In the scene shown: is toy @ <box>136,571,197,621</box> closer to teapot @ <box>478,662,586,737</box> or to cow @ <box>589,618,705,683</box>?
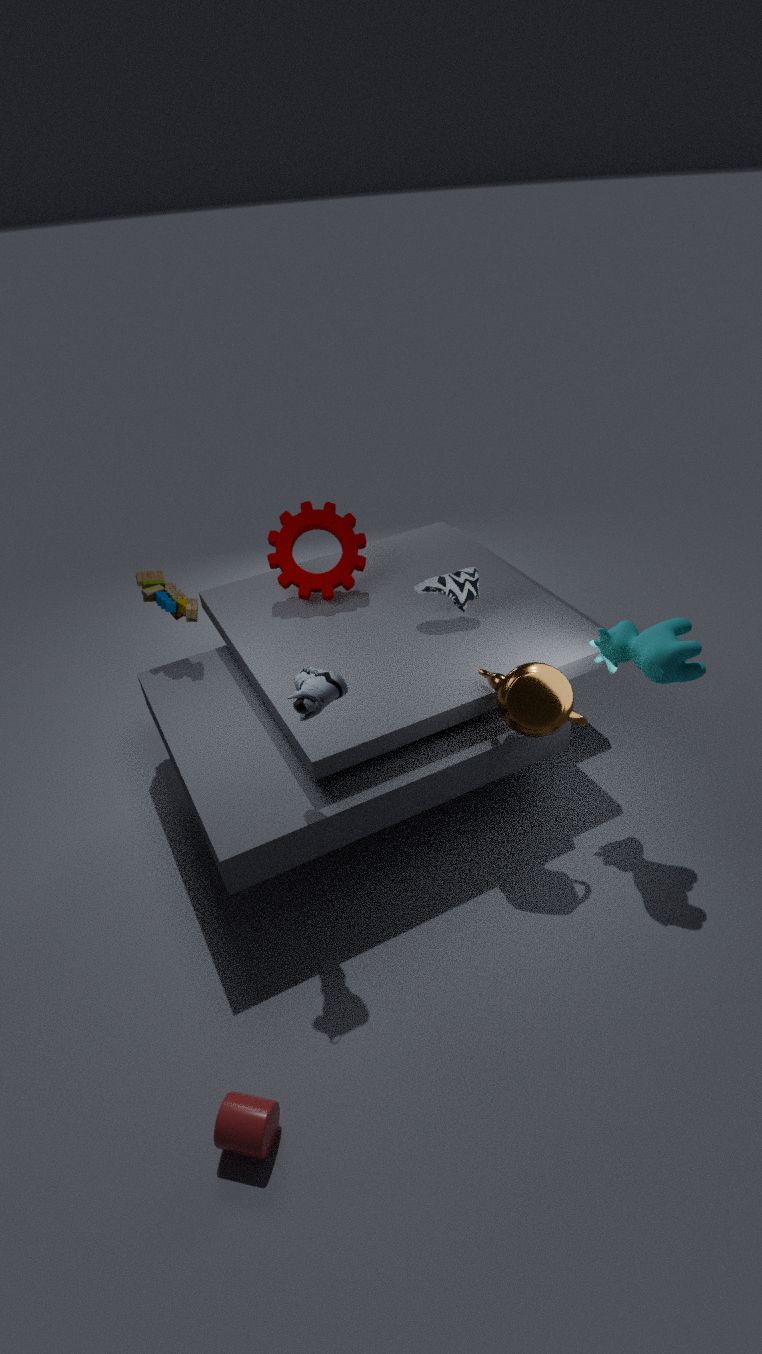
teapot @ <box>478,662,586,737</box>
